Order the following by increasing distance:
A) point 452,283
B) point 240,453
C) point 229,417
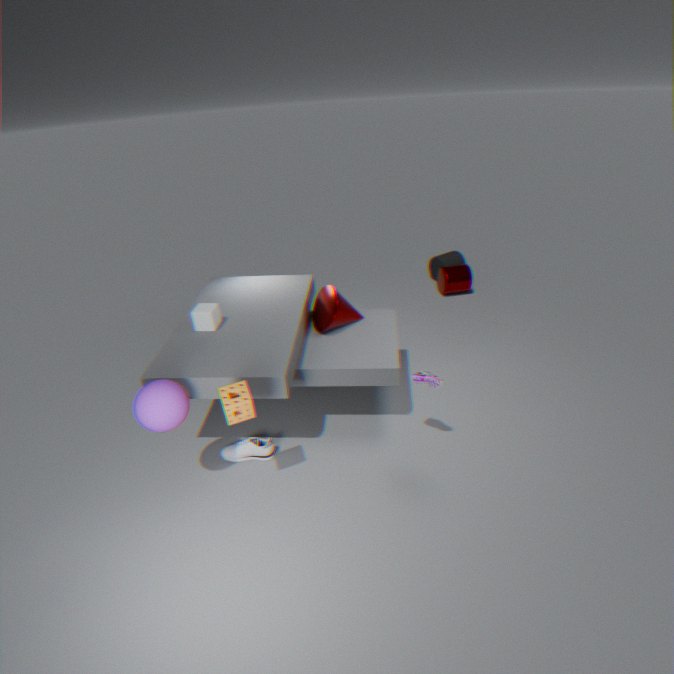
point 229,417 < point 240,453 < point 452,283
